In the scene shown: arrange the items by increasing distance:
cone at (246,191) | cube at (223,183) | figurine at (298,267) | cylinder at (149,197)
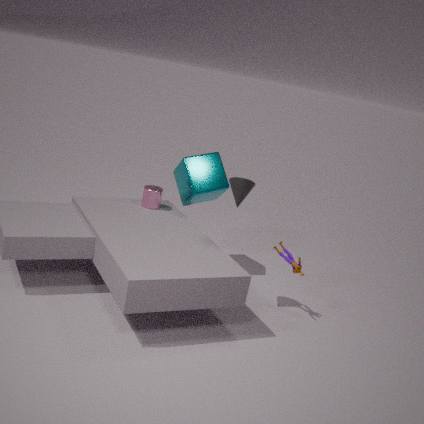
1. cone at (246,191)
2. figurine at (298,267)
3. cube at (223,183)
4. cylinder at (149,197)
